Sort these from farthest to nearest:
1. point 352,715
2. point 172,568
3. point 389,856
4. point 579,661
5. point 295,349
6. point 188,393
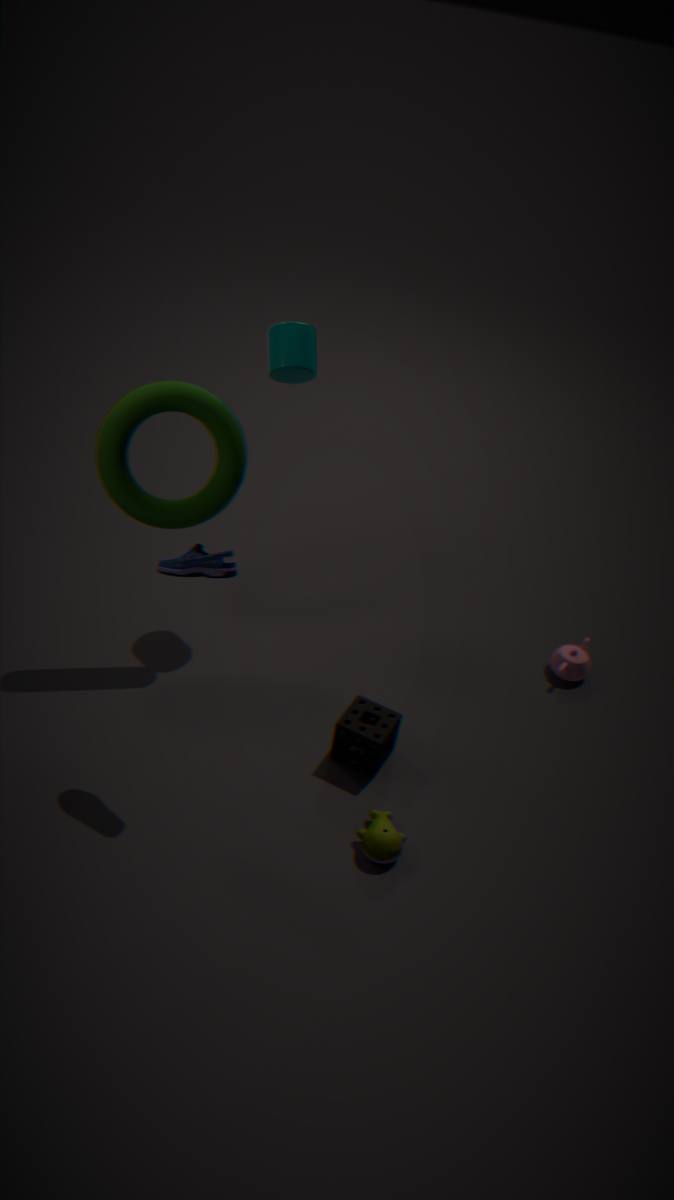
point 579,661
point 295,349
point 352,715
point 188,393
point 389,856
point 172,568
